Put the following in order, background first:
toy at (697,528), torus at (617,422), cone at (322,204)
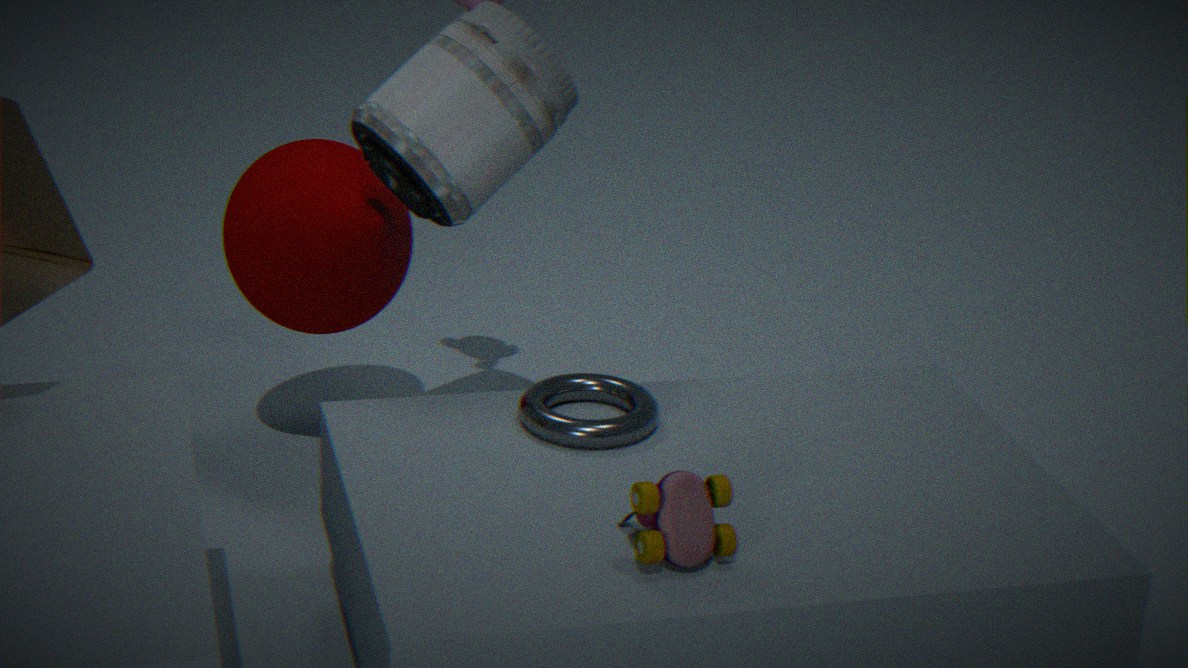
cone at (322,204) < torus at (617,422) < toy at (697,528)
